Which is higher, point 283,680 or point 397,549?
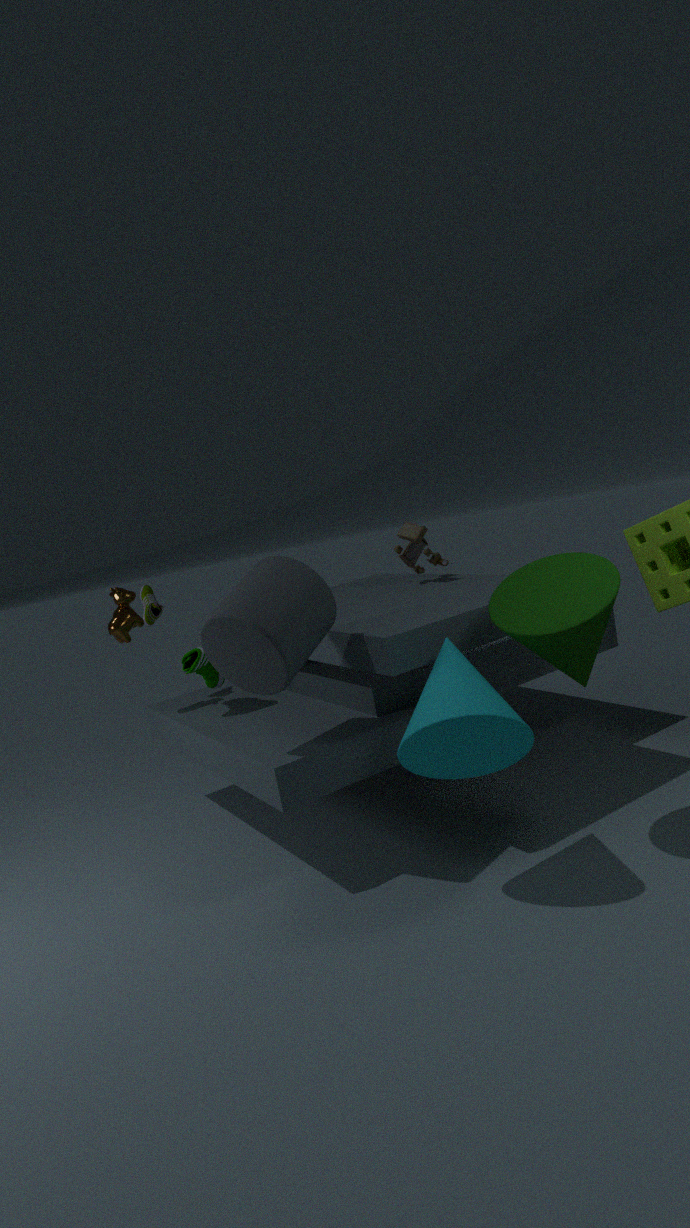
point 397,549
